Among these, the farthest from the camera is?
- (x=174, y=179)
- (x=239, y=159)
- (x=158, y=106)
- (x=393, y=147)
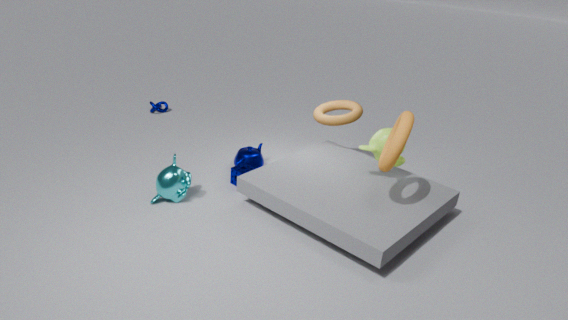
(x=158, y=106)
